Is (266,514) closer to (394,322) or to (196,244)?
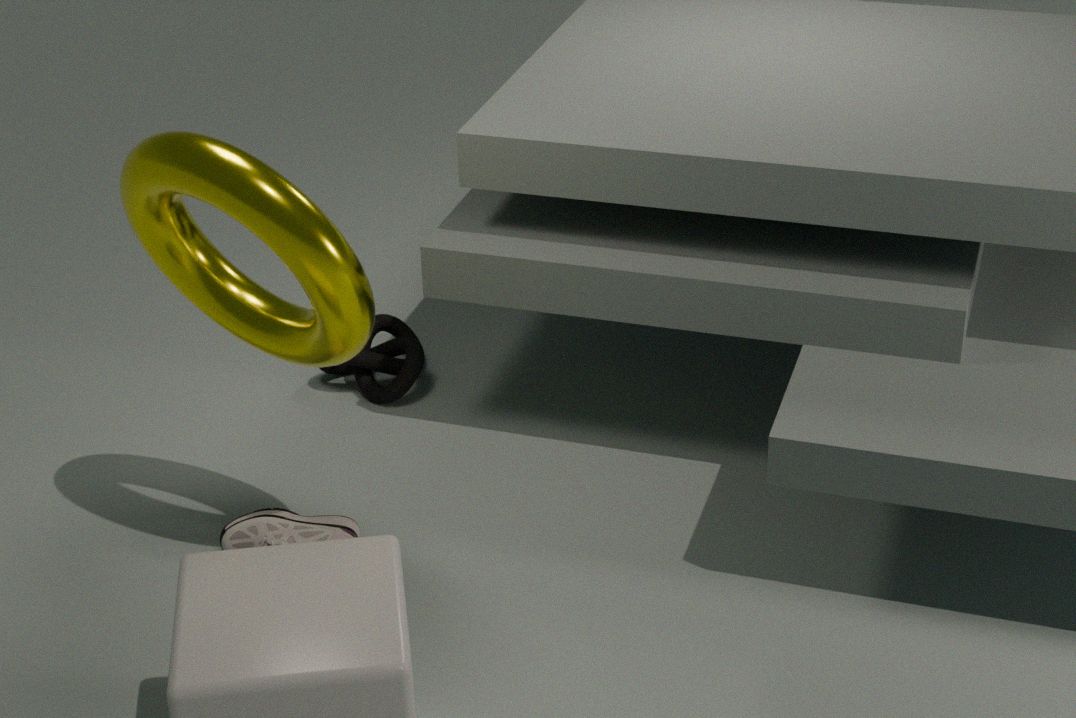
(196,244)
